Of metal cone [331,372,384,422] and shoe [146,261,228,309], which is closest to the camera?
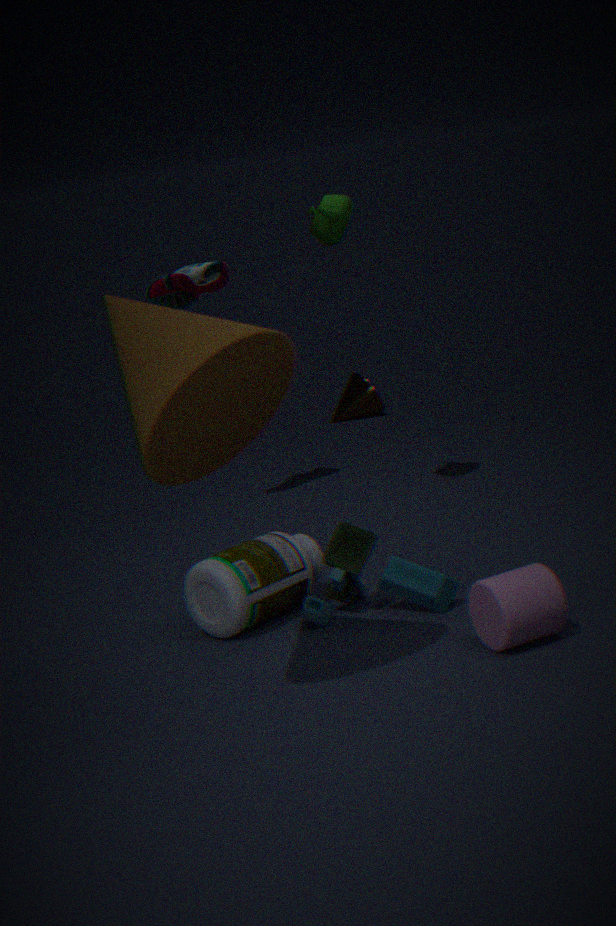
shoe [146,261,228,309]
